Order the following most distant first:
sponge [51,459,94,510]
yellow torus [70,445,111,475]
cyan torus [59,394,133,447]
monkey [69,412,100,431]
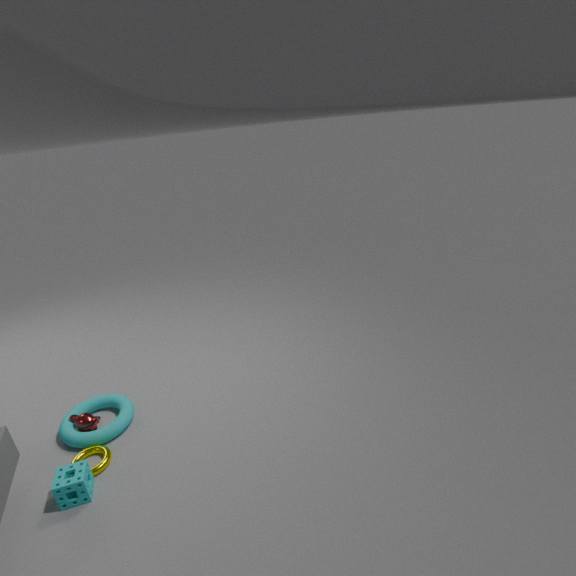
monkey [69,412,100,431] < cyan torus [59,394,133,447] < yellow torus [70,445,111,475] < sponge [51,459,94,510]
